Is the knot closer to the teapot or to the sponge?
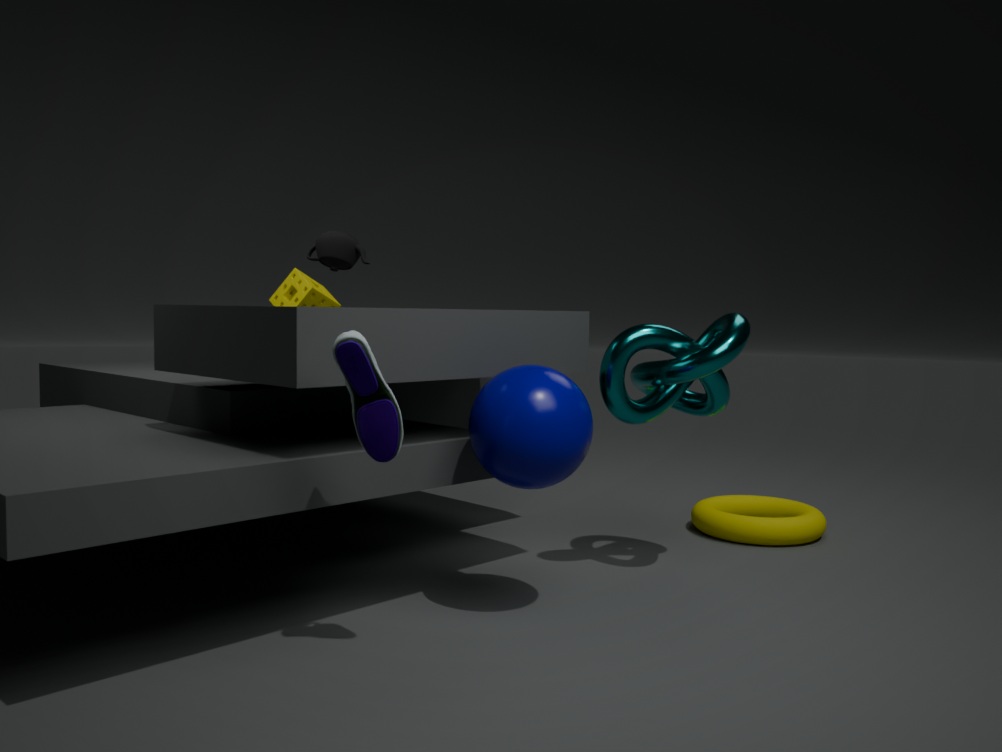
the teapot
